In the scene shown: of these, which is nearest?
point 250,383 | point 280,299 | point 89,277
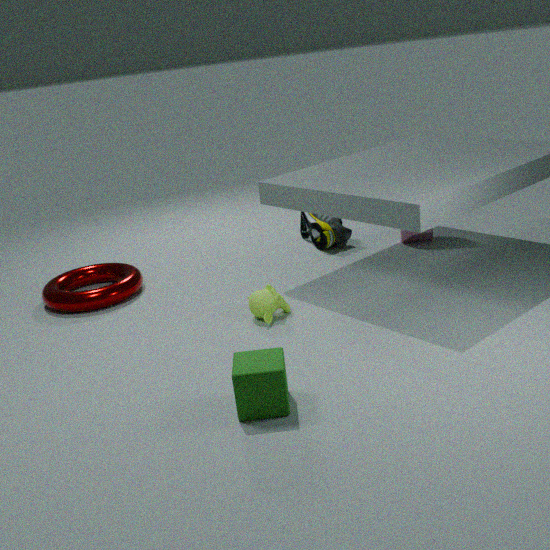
point 250,383
